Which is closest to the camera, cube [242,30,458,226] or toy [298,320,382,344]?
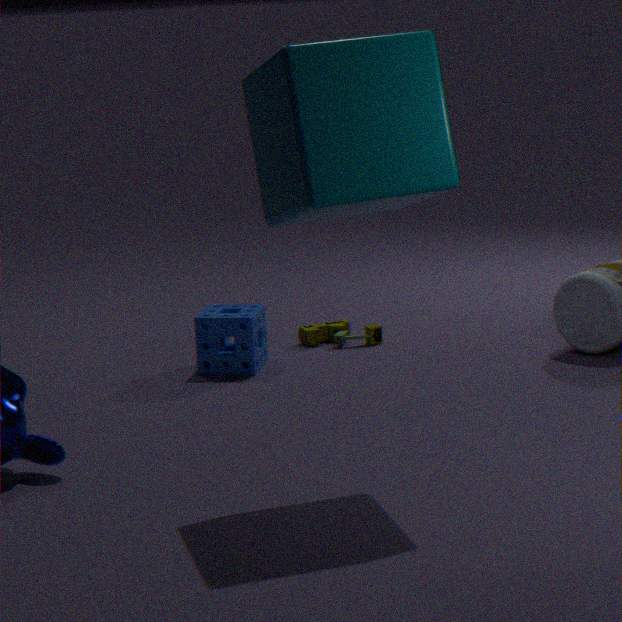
cube [242,30,458,226]
